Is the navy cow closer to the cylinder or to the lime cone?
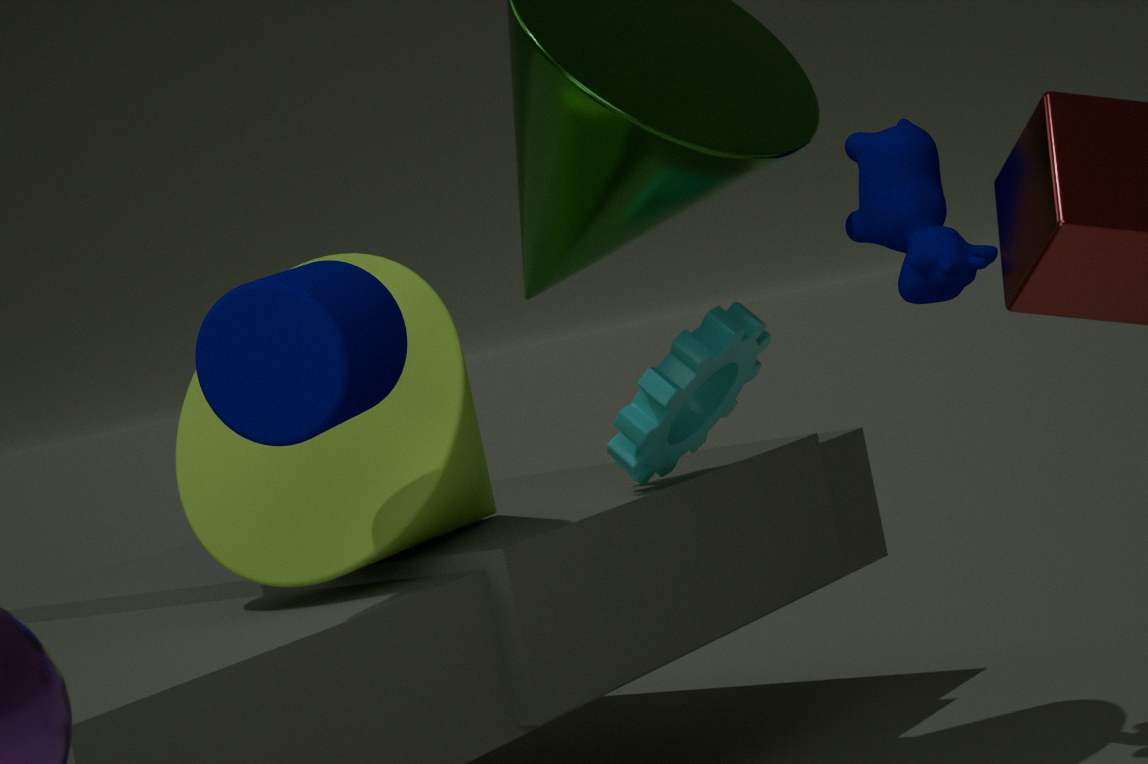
the lime cone
